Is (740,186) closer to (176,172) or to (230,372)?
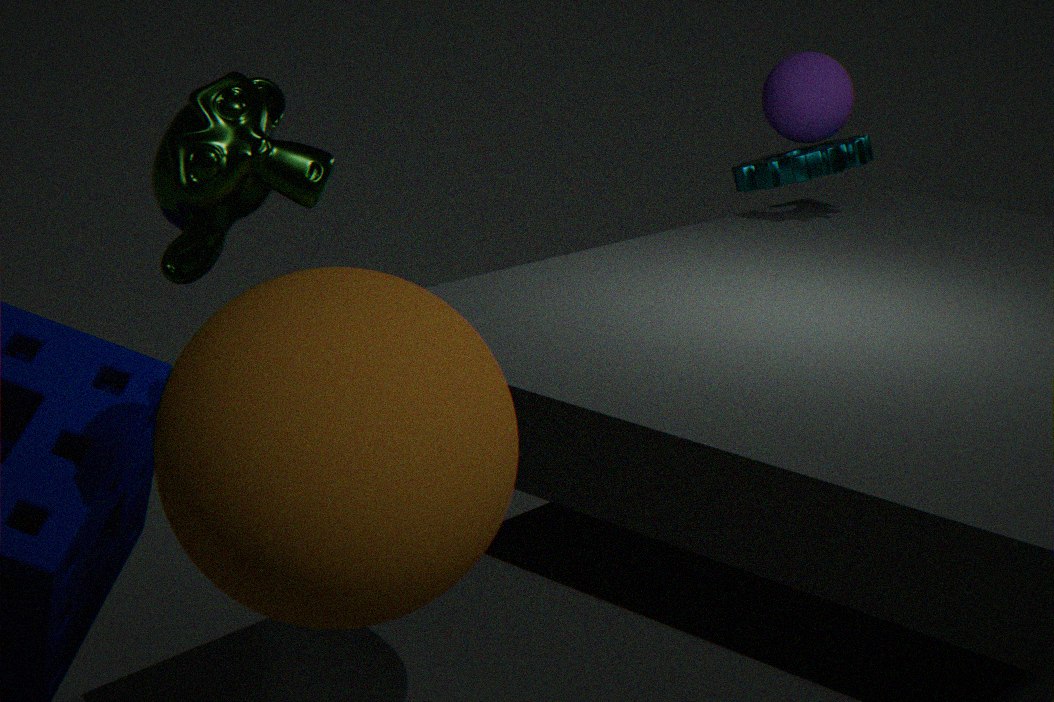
(176,172)
